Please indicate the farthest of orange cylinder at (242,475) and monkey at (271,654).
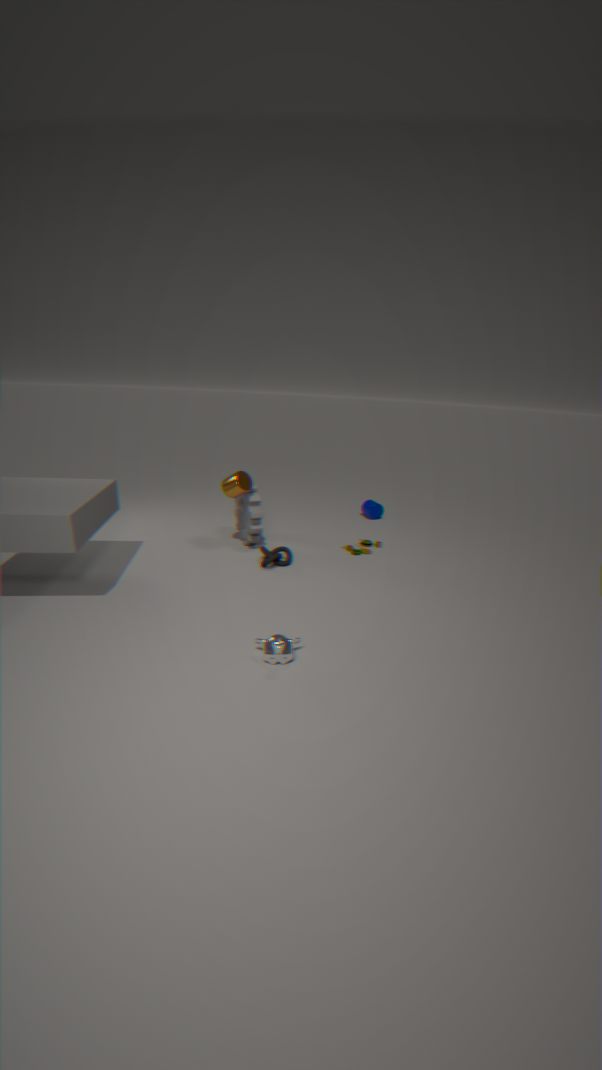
orange cylinder at (242,475)
